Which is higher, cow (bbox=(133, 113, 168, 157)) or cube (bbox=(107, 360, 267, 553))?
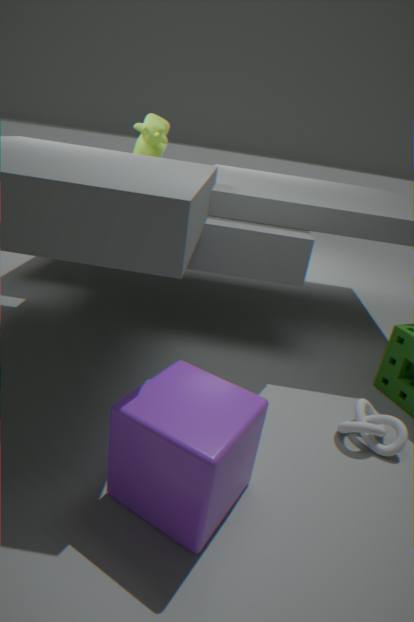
cow (bbox=(133, 113, 168, 157))
